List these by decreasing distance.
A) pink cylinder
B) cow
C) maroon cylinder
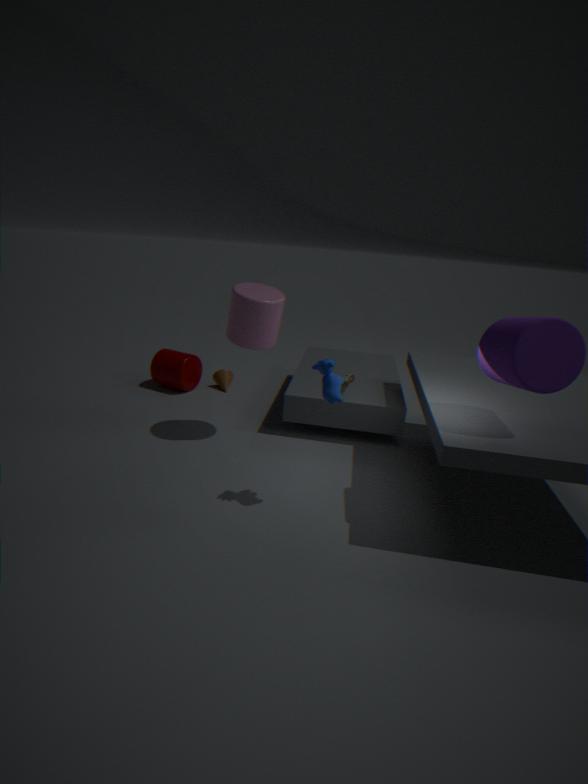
maroon cylinder
pink cylinder
cow
